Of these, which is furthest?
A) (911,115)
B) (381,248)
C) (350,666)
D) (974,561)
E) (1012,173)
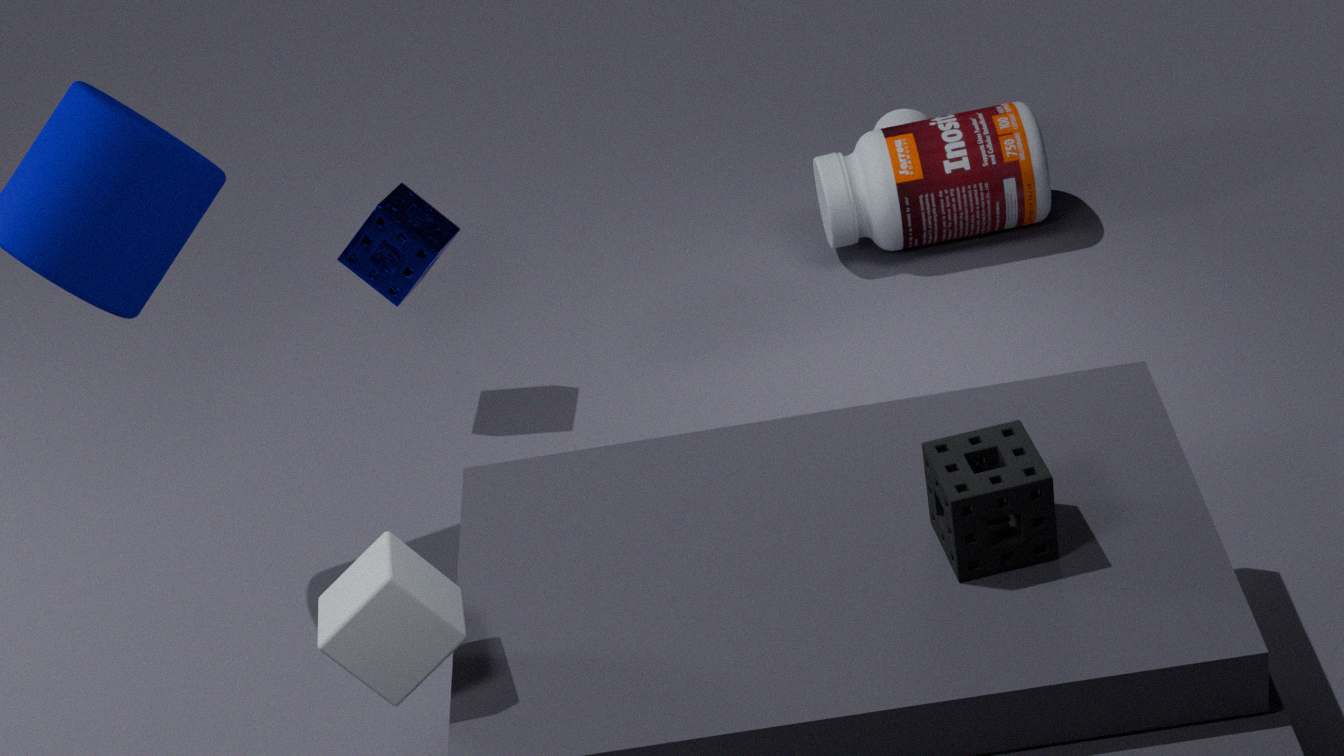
(911,115)
